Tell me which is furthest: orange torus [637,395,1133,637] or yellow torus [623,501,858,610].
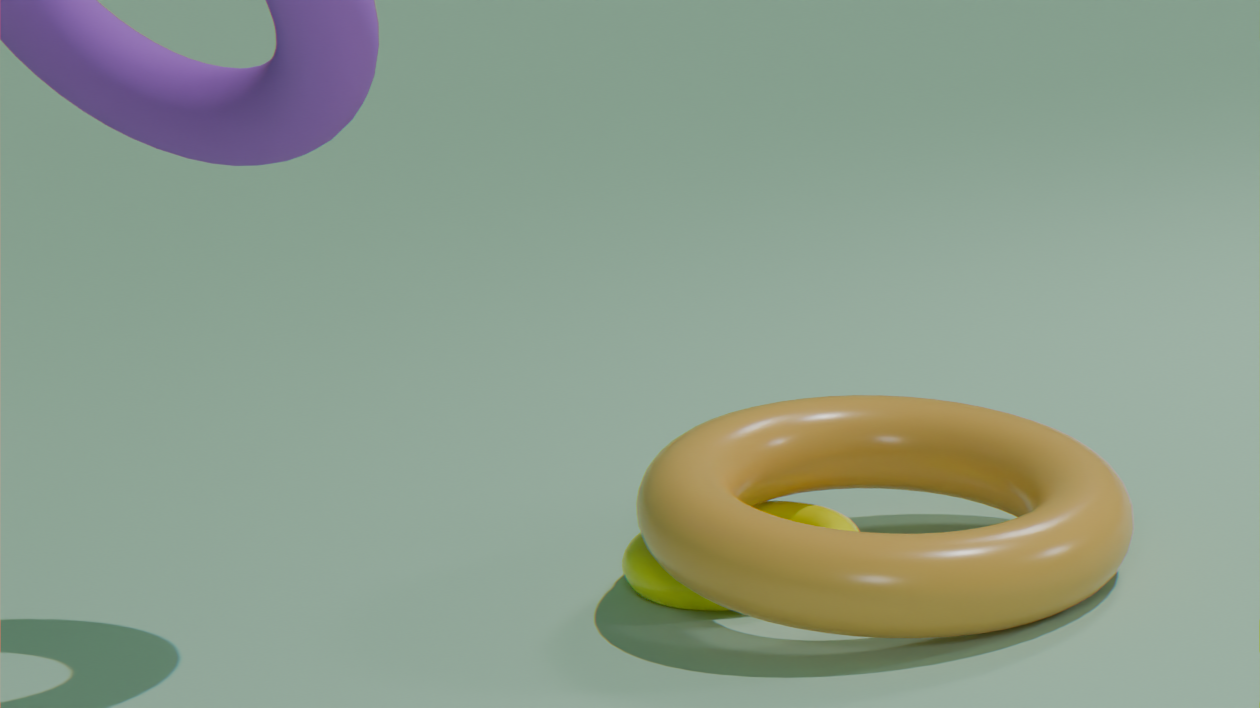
yellow torus [623,501,858,610]
